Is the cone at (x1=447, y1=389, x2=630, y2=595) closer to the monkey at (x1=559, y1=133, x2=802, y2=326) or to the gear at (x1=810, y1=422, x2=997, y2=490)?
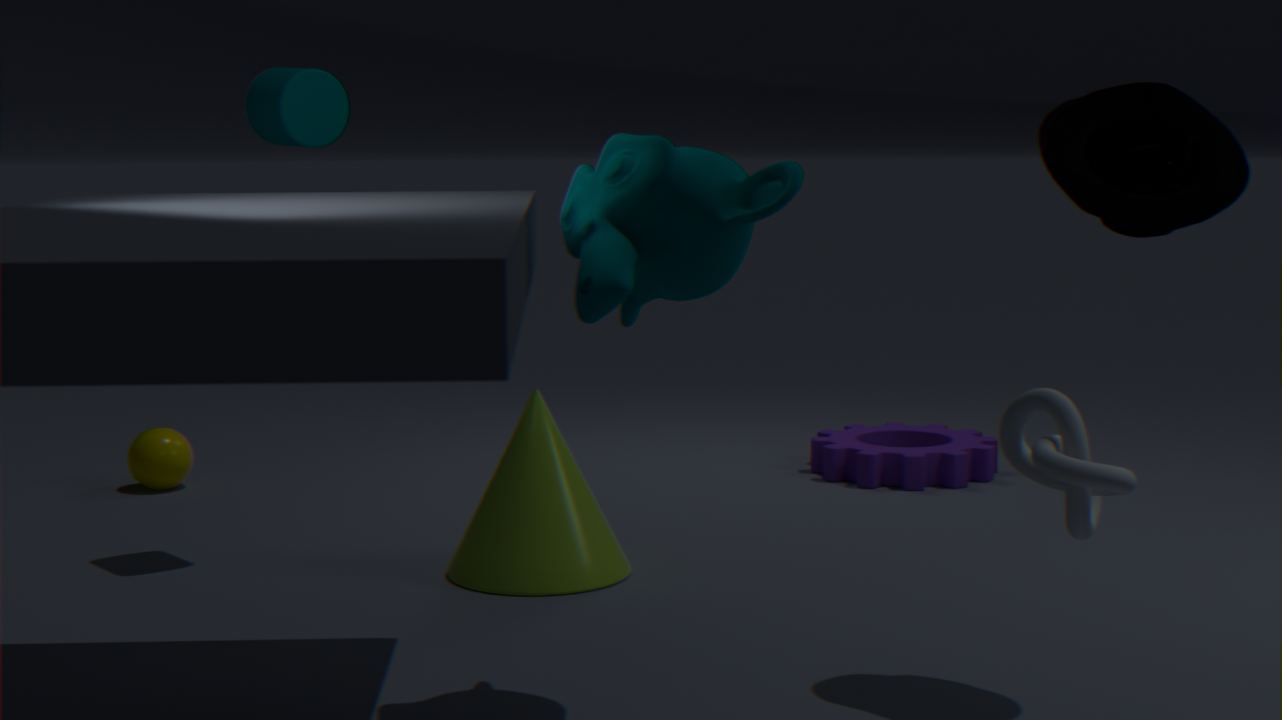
the monkey at (x1=559, y1=133, x2=802, y2=326)
